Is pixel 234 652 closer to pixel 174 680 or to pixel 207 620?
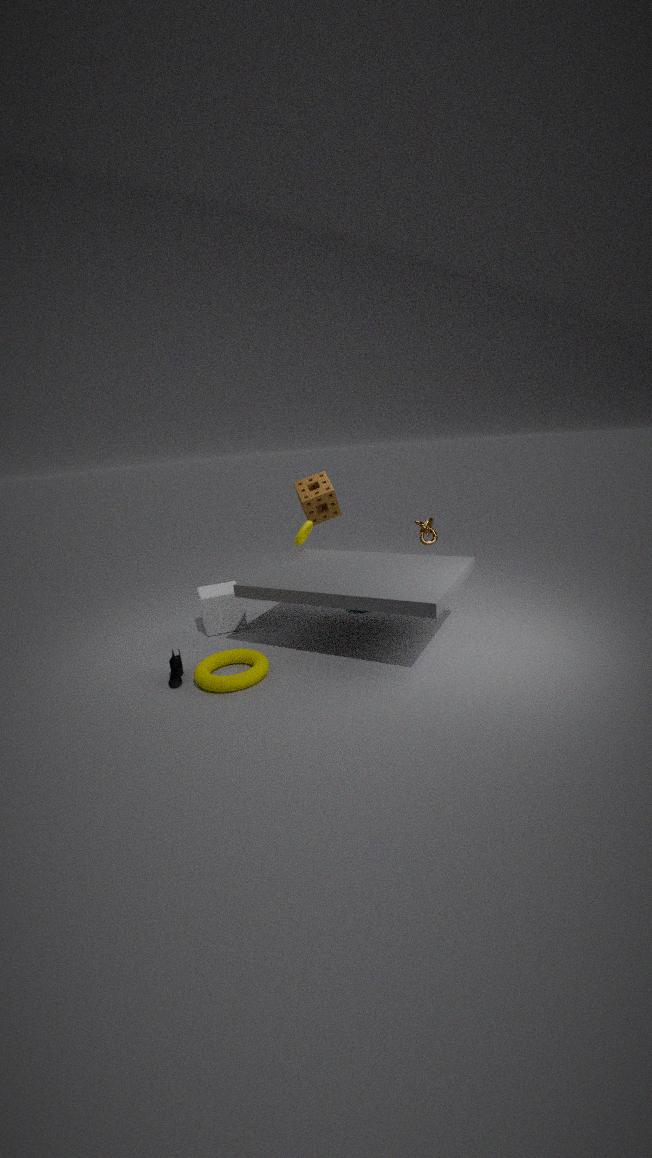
pixel 174 680
